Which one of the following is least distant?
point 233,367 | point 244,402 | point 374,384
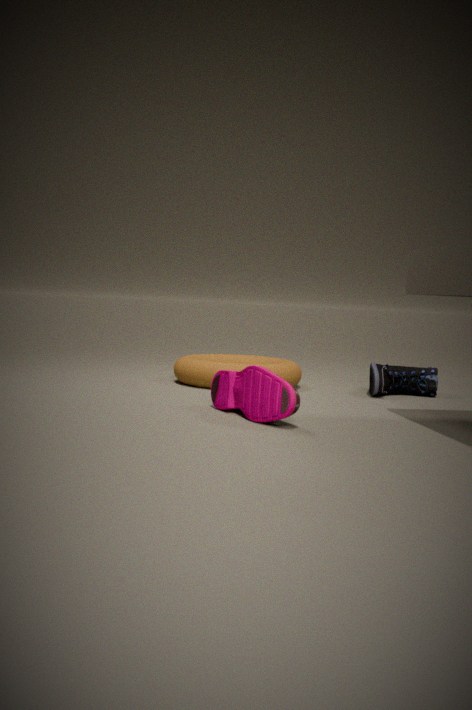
point 244,402
